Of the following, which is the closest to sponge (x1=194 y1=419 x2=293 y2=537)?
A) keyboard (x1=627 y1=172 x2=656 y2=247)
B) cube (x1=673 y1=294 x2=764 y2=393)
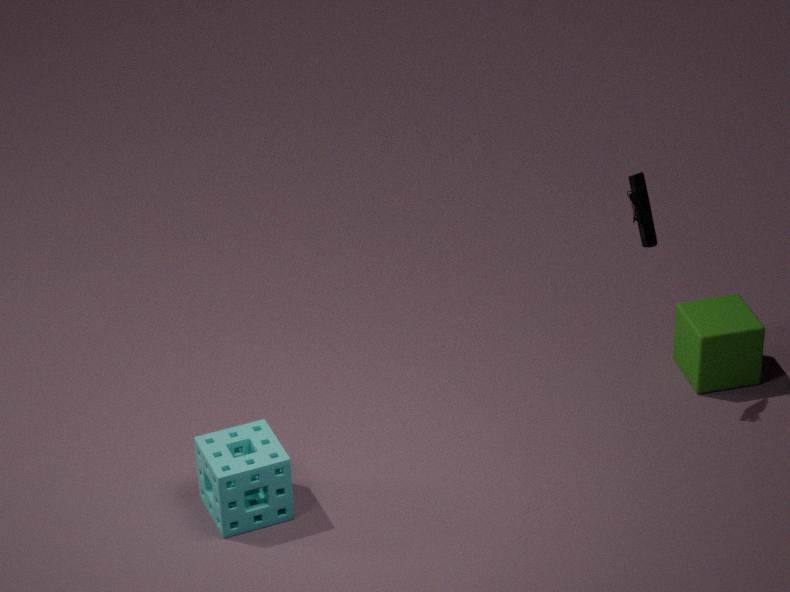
keyboard (x1=627 y1=172 x2=656 y2=247)
